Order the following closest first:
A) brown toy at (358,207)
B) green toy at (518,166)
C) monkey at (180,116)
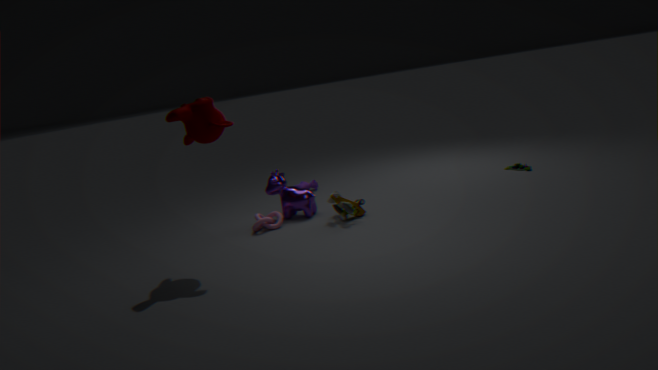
monkey at (180,116)
brown toy at (358,207)
green toy at (518,166)
